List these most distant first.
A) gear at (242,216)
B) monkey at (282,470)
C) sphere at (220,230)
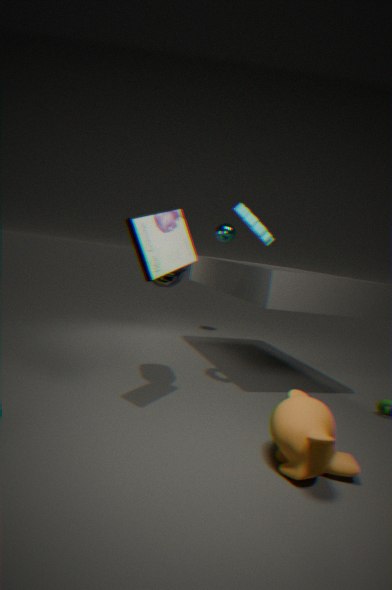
1. sphere at (220,230)
2. gear at (242,216)
3. monkey at (282,470)
